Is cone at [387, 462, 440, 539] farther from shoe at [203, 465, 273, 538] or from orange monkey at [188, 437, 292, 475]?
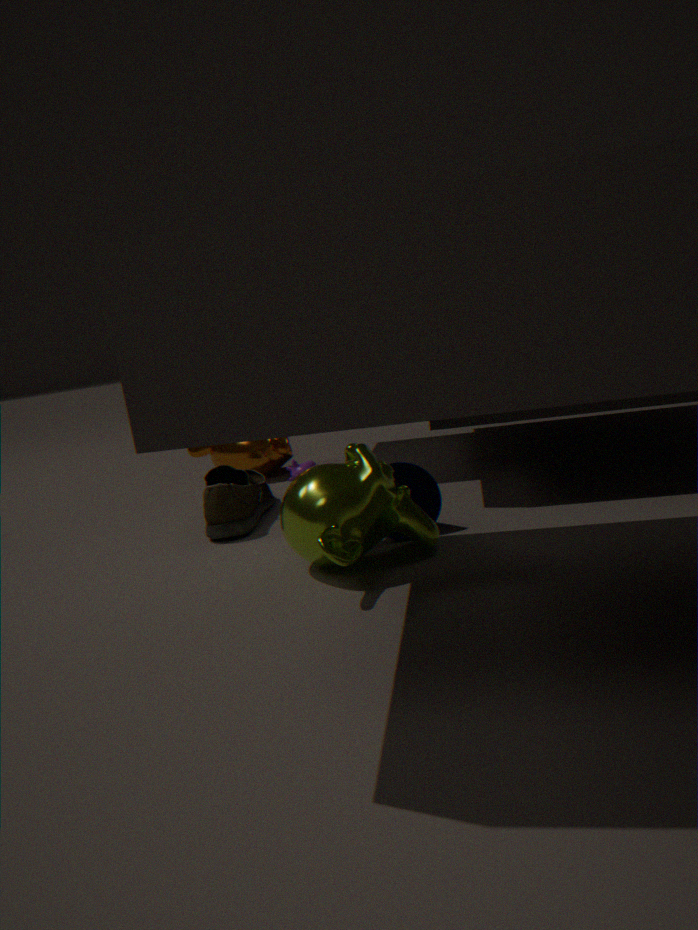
orange monkey at [188, 437, 292, 475]
